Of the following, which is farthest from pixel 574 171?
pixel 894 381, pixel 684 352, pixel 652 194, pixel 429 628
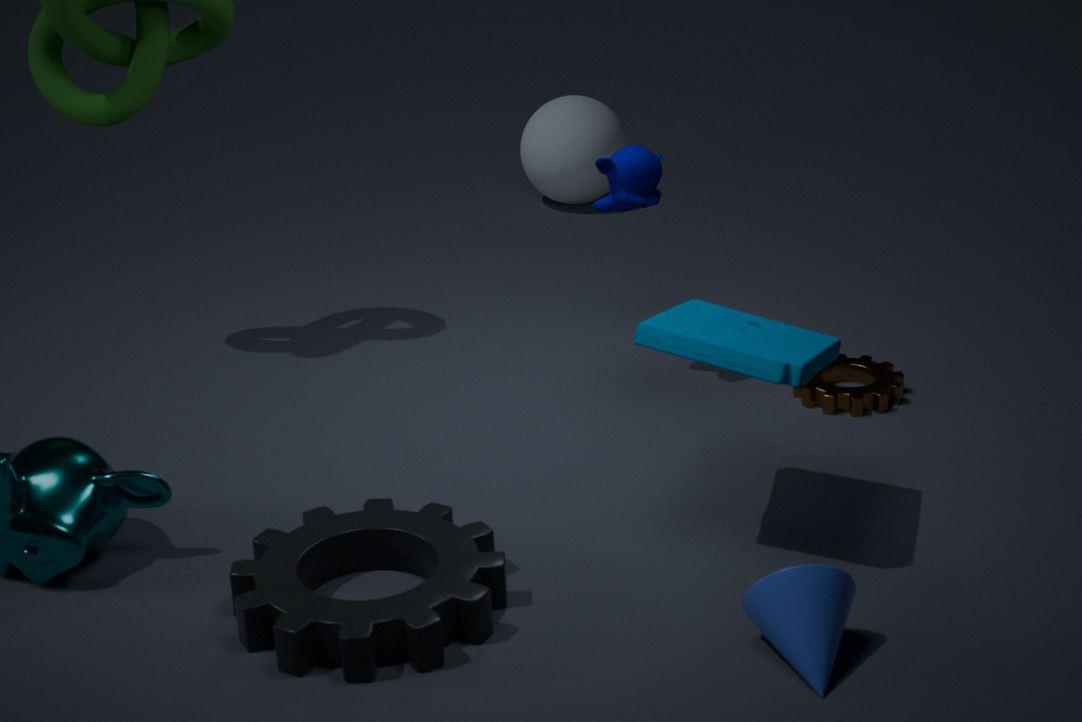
pixel 429 628
